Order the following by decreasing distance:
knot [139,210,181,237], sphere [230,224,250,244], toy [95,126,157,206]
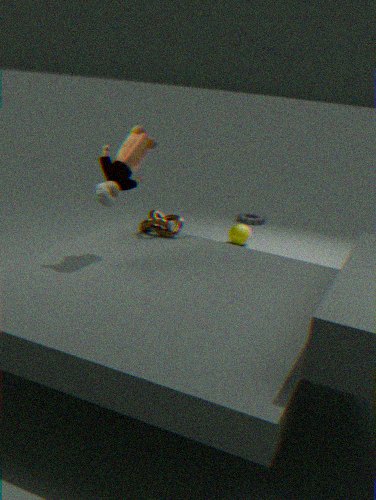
sphere [230,224,250,244]
knot [139,210,181,237]
toy [95,126,157,206]
